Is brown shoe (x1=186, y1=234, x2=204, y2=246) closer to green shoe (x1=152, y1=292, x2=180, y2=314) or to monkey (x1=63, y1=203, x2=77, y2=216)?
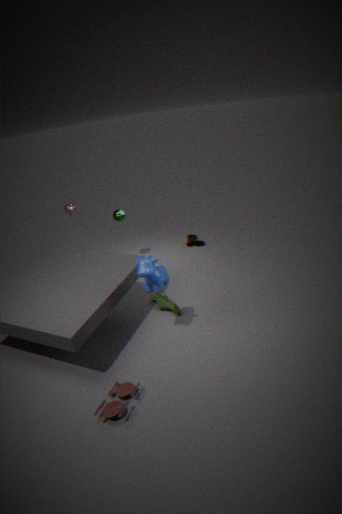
green shoe (x1=152, y1=292, x2=180, y2=314)
